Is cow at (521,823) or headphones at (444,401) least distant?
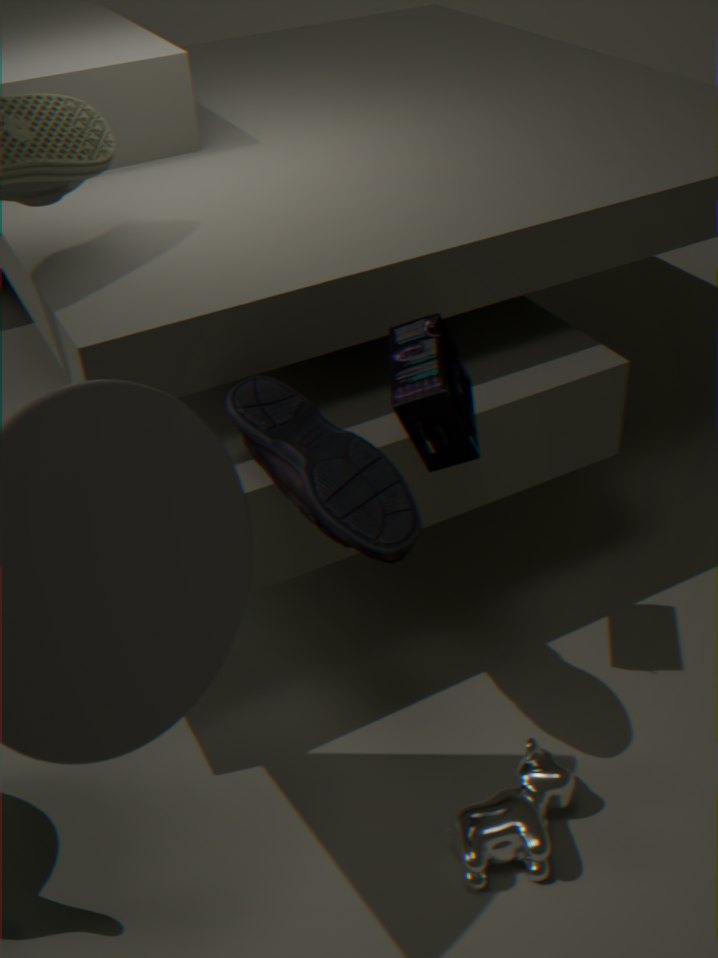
headphones at (444,401)
